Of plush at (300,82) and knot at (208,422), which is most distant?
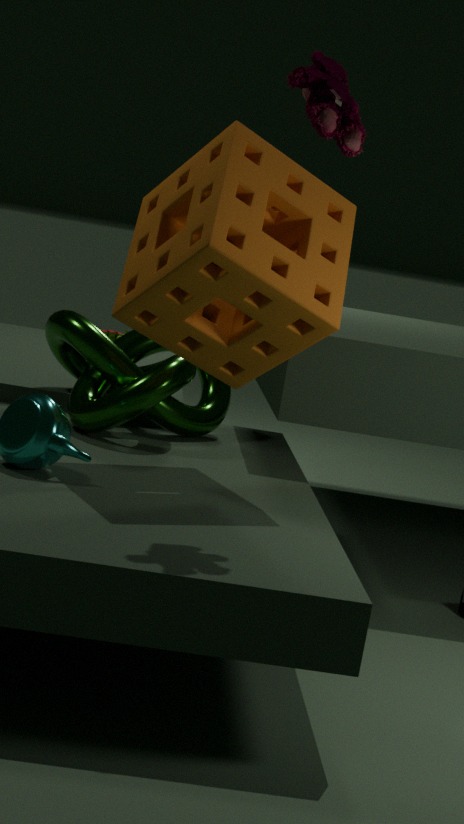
knot at (208,422)
